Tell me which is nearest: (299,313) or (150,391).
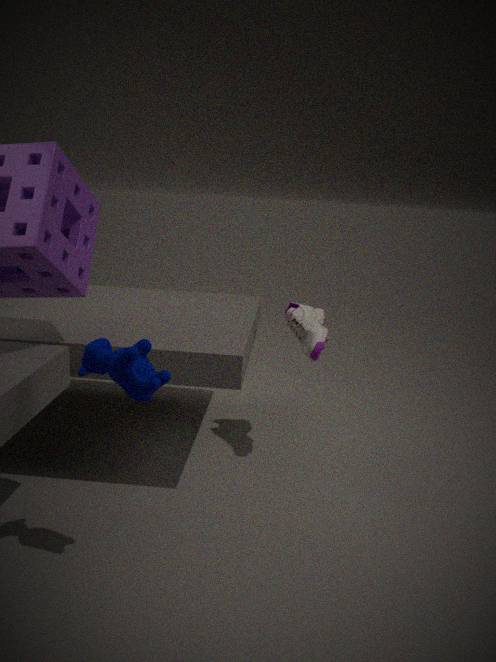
(150,391)
